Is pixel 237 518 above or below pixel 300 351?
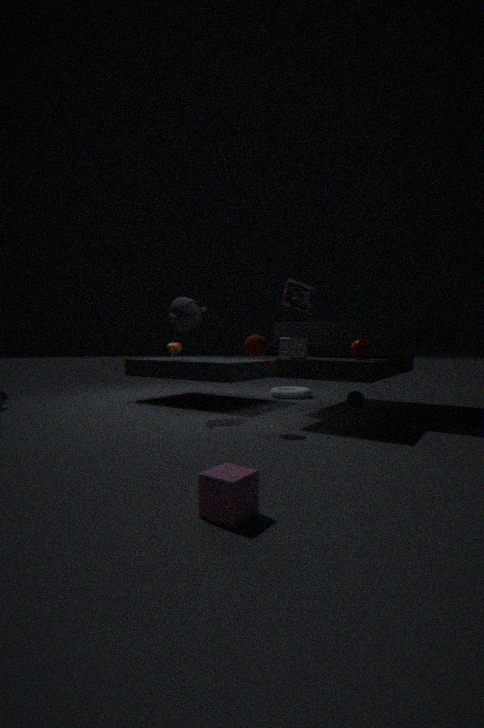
below
